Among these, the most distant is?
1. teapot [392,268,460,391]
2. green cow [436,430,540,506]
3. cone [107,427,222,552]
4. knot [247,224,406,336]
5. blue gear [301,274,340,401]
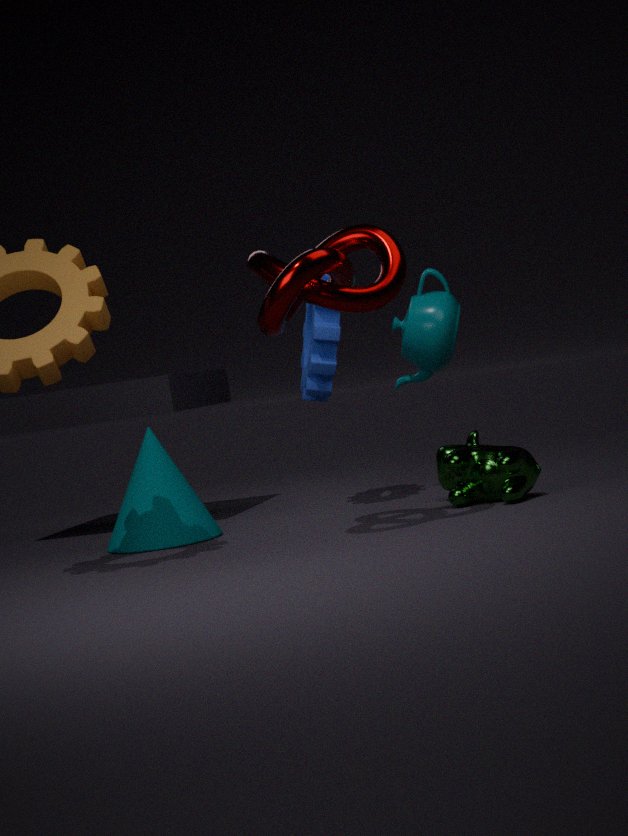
teapot [392,268,460,391]
